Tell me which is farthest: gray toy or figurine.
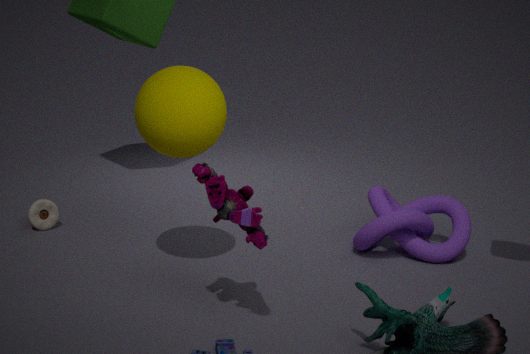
gray toy
